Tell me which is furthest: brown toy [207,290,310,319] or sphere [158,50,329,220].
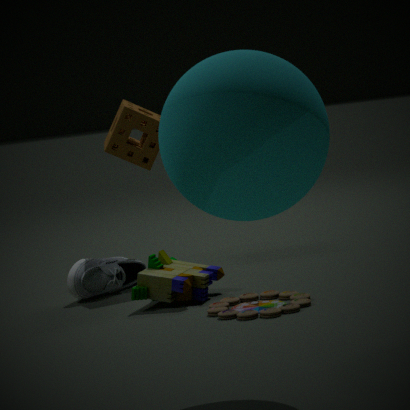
brown toy [207,290,310,319]
